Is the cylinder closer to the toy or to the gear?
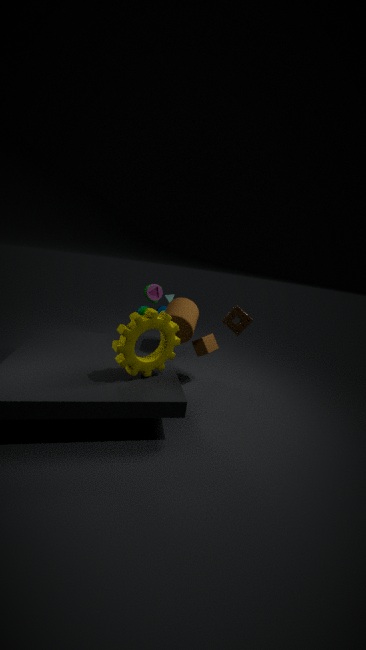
the gear
